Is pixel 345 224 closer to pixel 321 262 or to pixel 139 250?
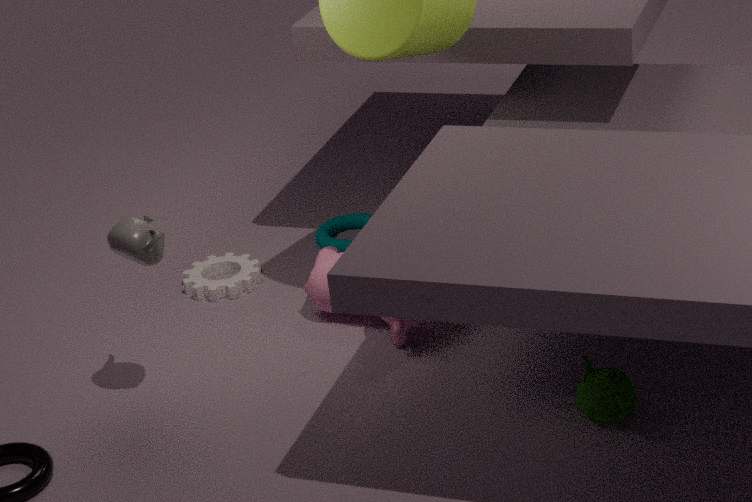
pixel 321 262
